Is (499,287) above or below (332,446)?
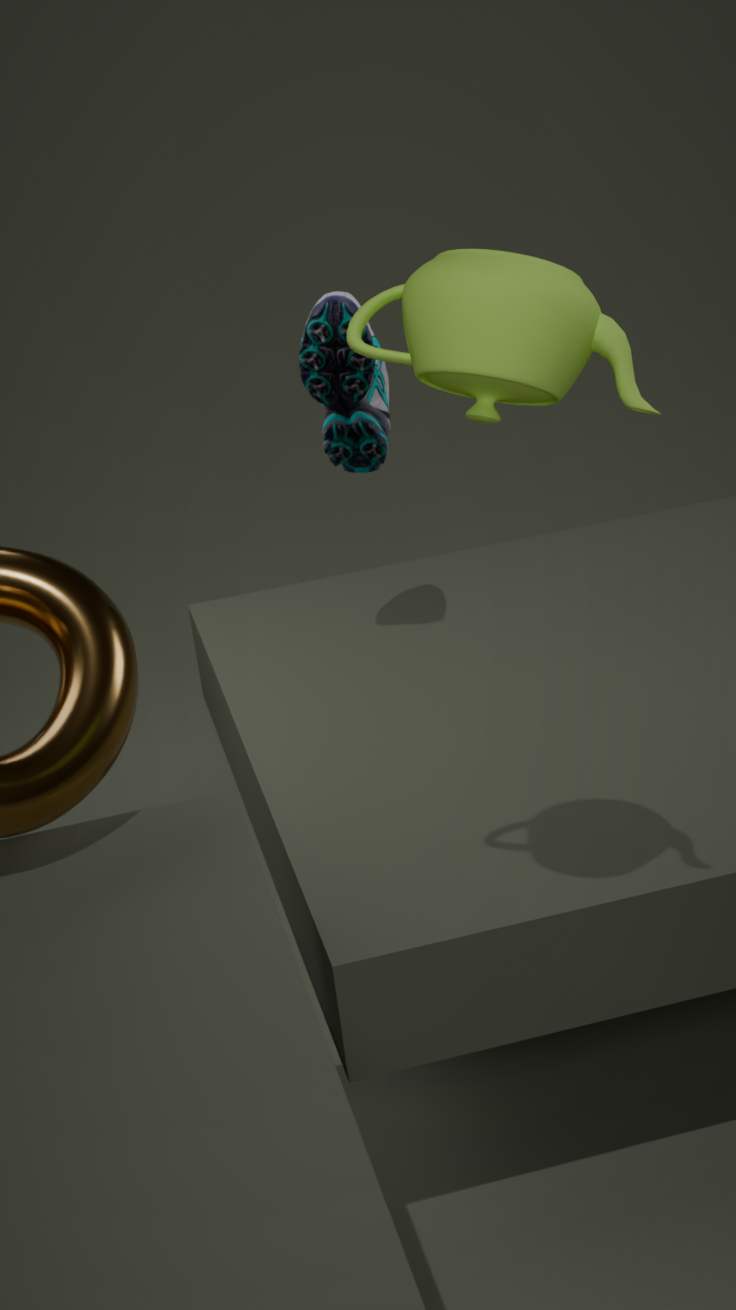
above
